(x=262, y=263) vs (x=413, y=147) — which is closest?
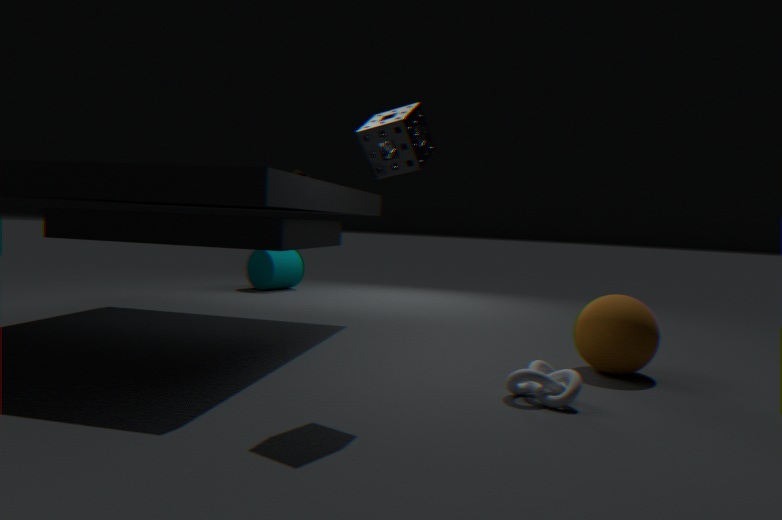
(x=413, y=147)
